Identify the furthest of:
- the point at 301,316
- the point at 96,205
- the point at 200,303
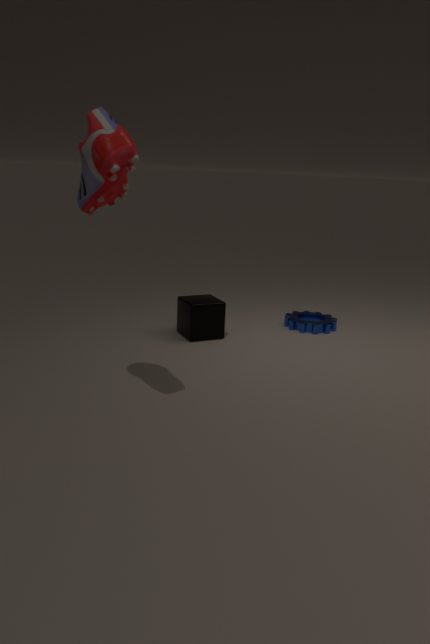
the point at 301,316
